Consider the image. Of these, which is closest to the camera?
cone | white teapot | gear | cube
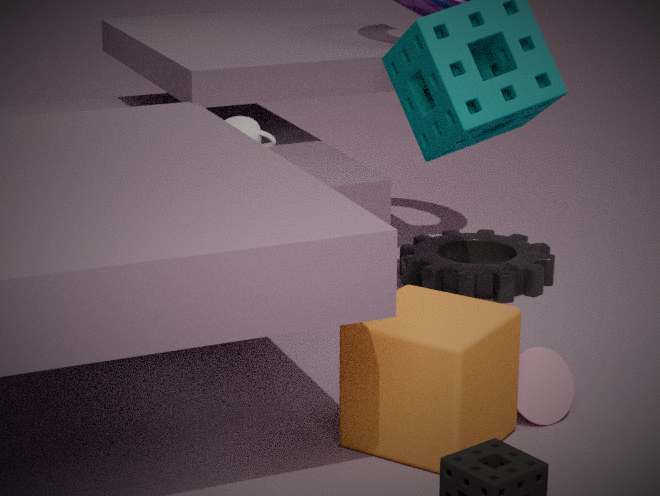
cube
